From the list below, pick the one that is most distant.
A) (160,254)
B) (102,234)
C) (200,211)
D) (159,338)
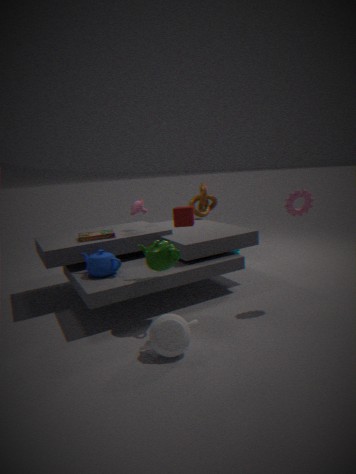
(200,211)
